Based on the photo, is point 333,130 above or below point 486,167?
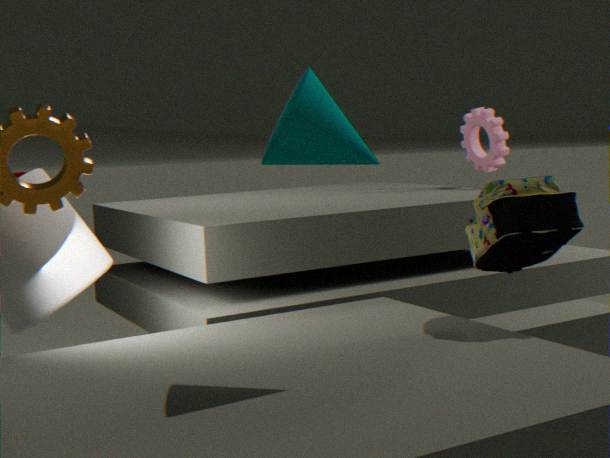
above
